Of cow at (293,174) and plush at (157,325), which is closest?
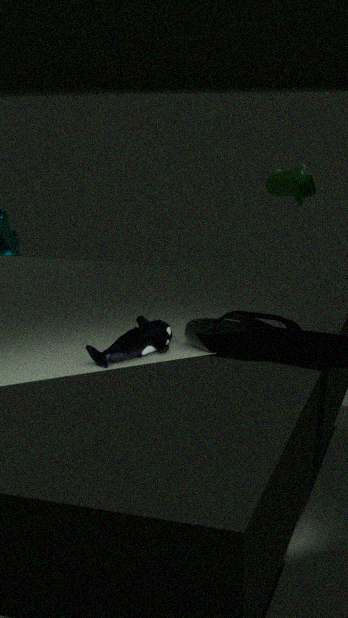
plush at (157,325)
